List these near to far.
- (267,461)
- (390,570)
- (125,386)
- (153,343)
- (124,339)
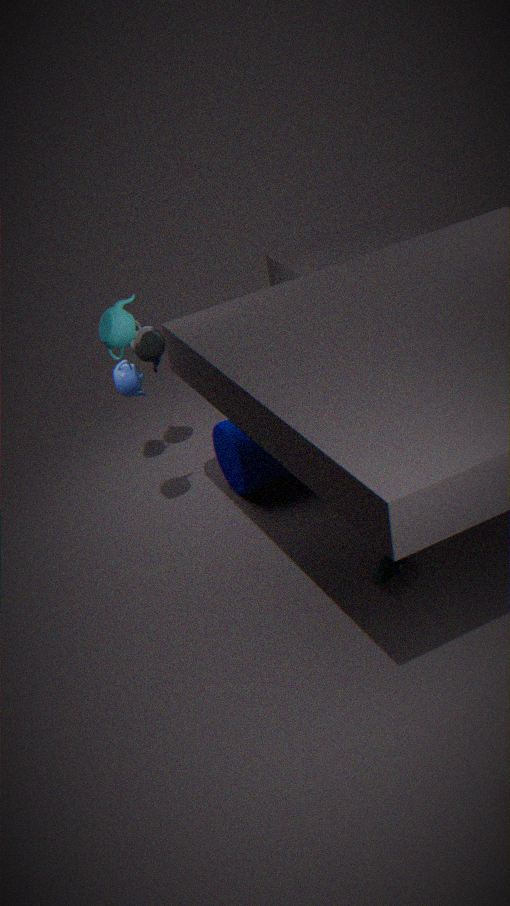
(124,339) < (390,570) < (267,461) < (153,343) < (125,386)
